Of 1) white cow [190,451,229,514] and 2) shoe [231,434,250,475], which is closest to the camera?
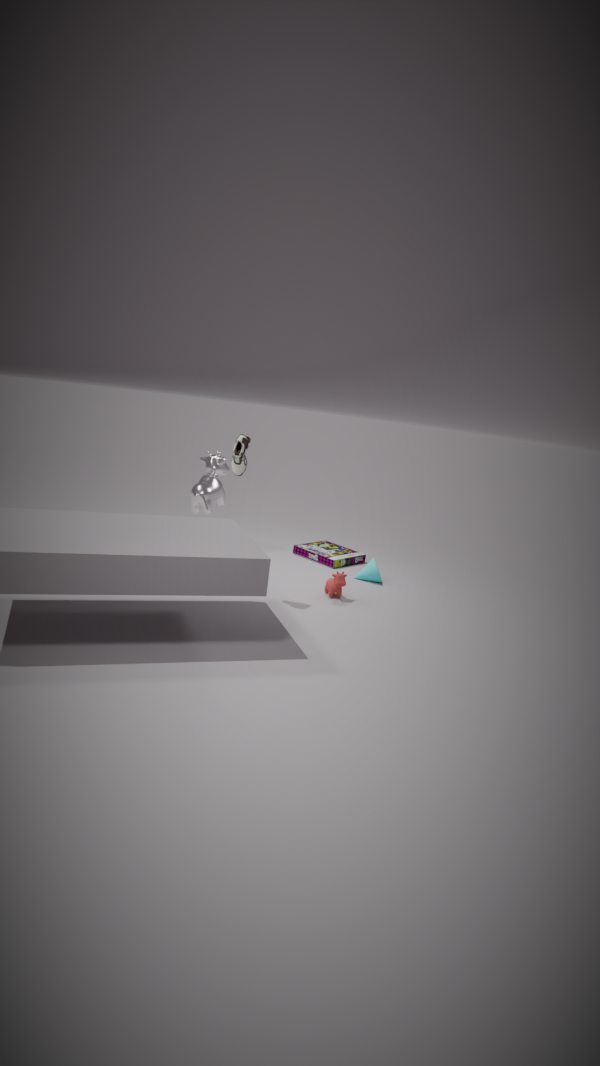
2. shoe [231,434,250,475]
